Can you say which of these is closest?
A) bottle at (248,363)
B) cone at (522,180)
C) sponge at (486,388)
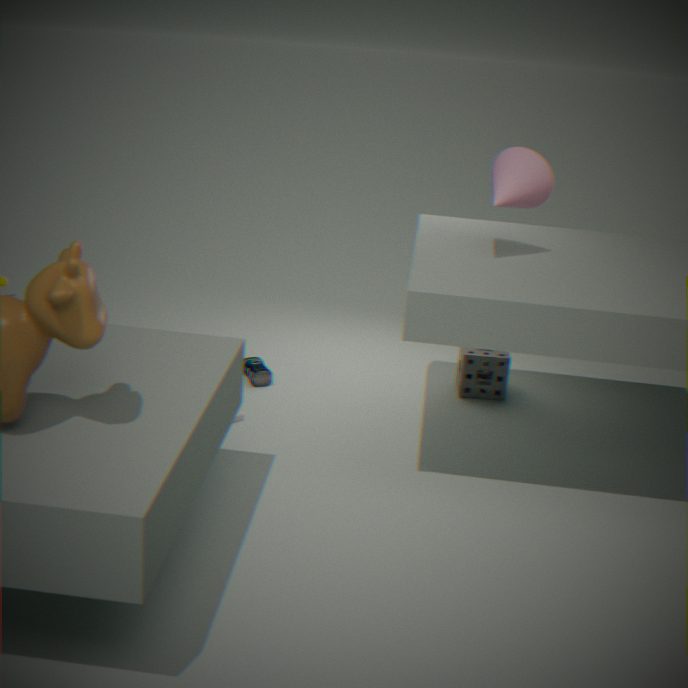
cone at (522,180)
